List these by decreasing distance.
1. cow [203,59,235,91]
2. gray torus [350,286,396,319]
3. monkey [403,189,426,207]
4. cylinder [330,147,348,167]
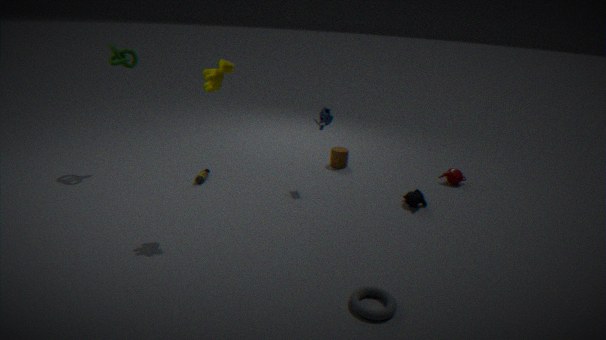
cylinder [330,147,348,167]
monkey [403,189,426,207]
cow [203,59,235,91]
gray torus [350,286,396,319]
